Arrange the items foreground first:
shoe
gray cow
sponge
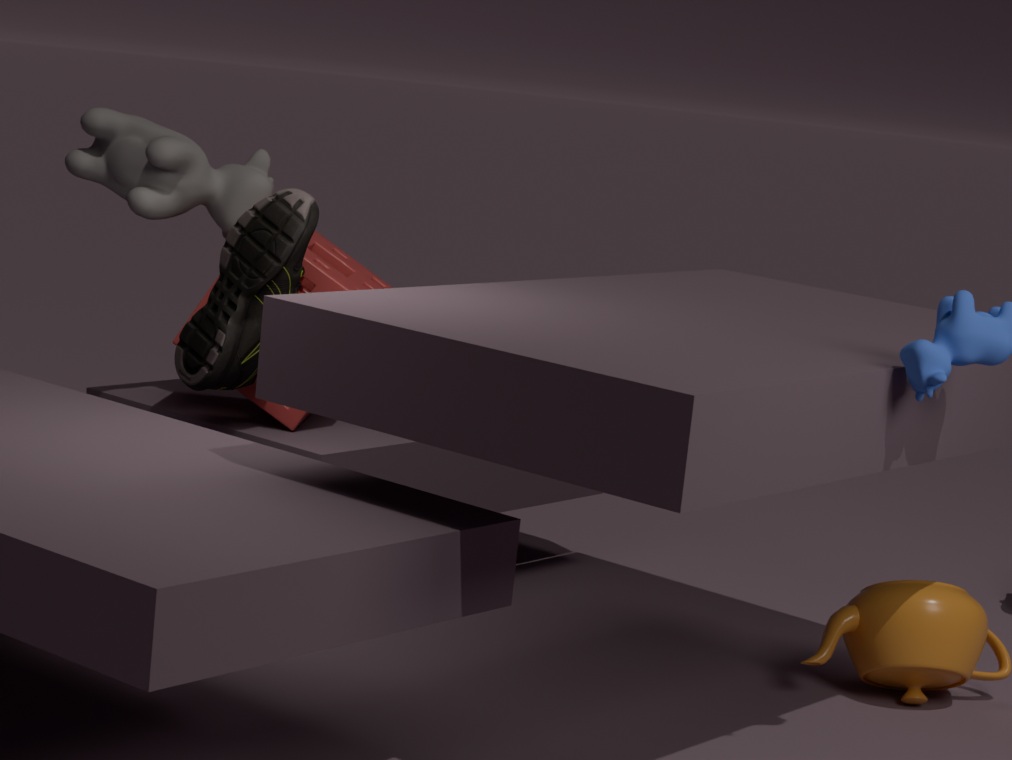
shoe
gray cow
sponge
